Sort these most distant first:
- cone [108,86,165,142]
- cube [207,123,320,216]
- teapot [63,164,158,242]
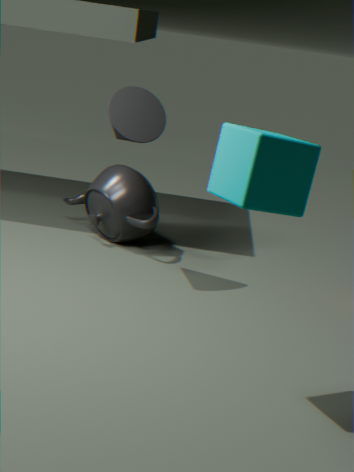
1. teapot [63,164,158,242]
2. cone [108,86,165,142]
3. cube [207,123,320,216]
